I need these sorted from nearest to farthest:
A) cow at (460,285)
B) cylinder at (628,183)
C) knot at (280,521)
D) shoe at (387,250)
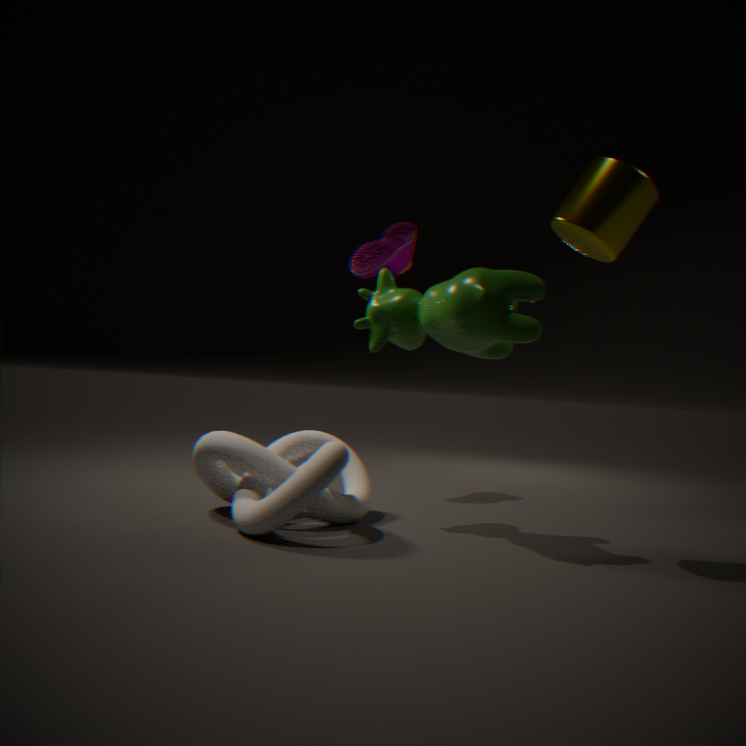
cylinder at (628,183) → cow at (460,285) → knot at (280,521) → shoe at (387,250)
